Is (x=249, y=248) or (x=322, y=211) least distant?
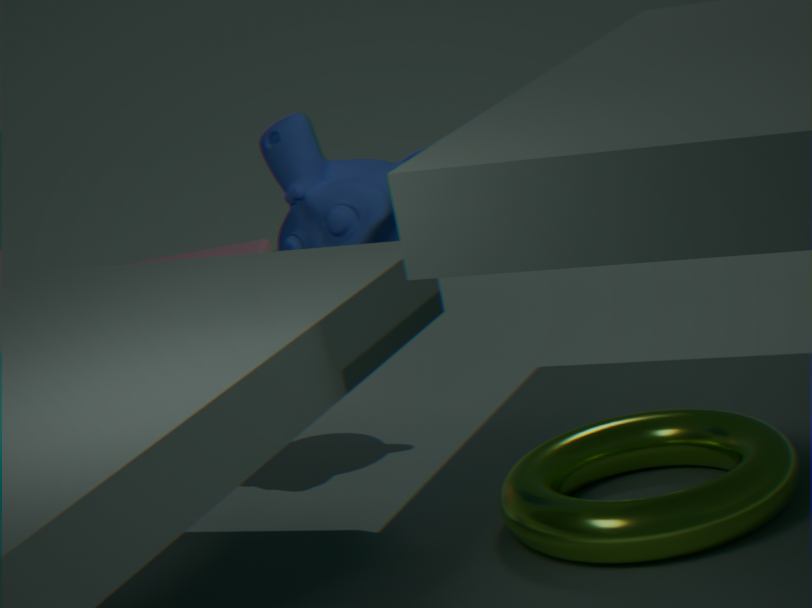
(x=322, y=211)
